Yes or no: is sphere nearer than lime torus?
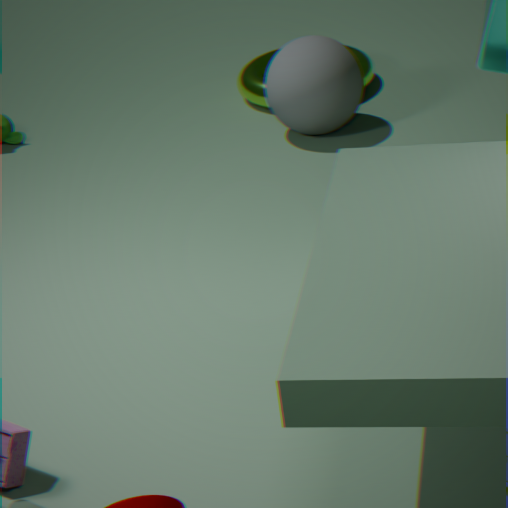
Yes
